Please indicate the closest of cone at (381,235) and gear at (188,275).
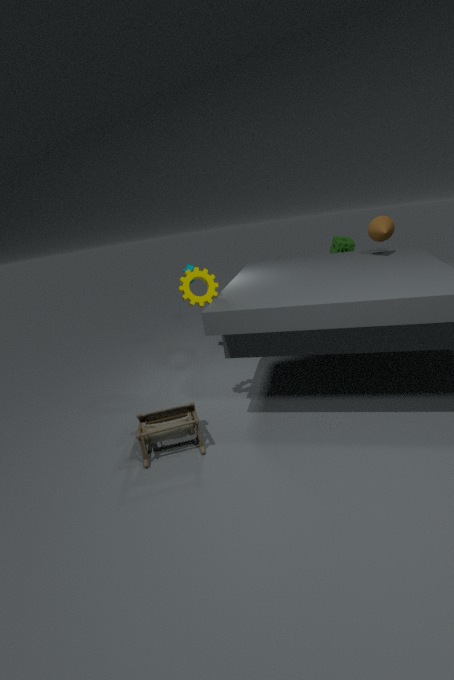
gear at (188,275)
